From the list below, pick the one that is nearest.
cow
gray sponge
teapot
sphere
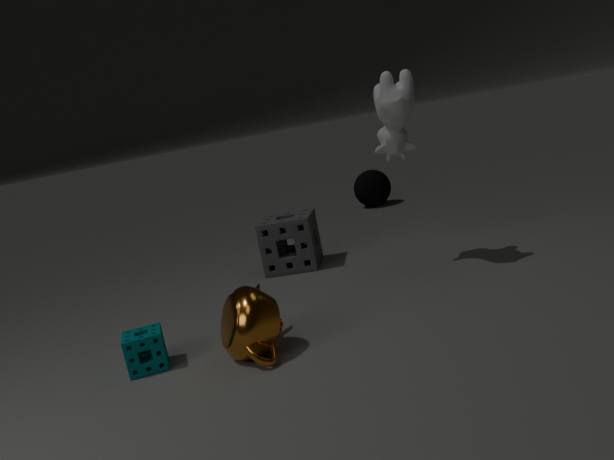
teapot
